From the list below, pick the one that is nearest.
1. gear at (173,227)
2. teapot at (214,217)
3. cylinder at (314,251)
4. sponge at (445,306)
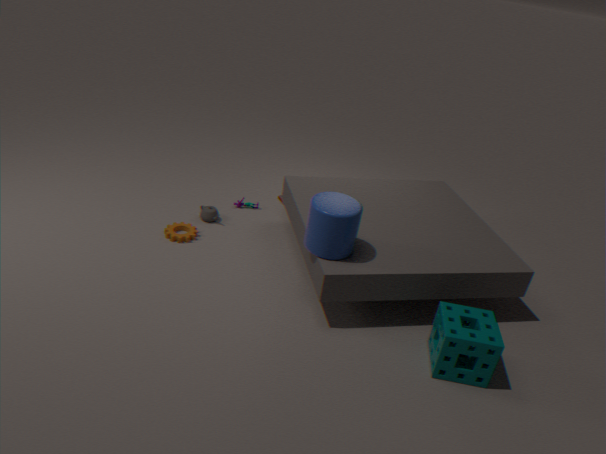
sponge at (445,306)
